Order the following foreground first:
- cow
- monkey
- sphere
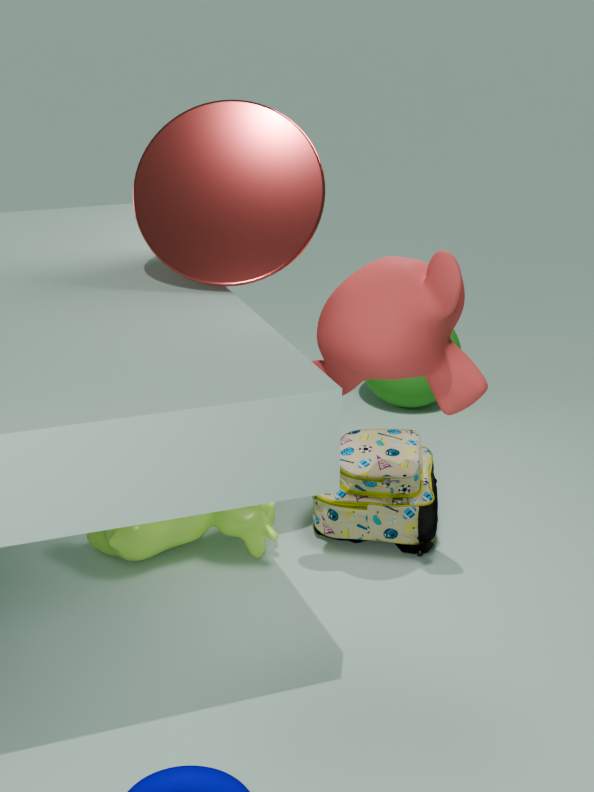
monkey < cow < sphere
